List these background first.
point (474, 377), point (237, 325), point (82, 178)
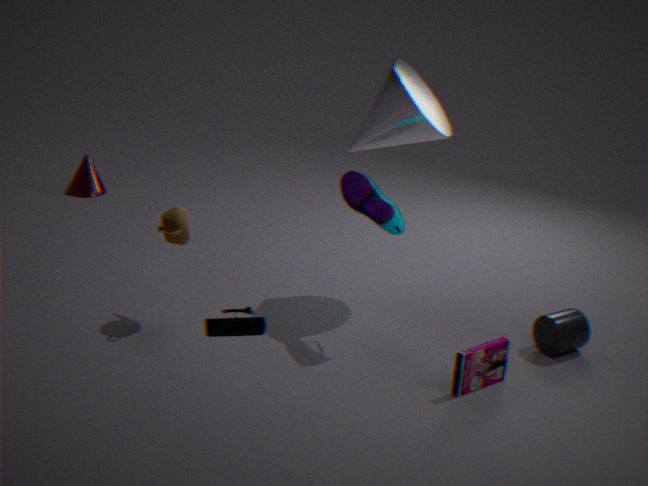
point (82, 178)
point (474, 377)
point (237, 325)
